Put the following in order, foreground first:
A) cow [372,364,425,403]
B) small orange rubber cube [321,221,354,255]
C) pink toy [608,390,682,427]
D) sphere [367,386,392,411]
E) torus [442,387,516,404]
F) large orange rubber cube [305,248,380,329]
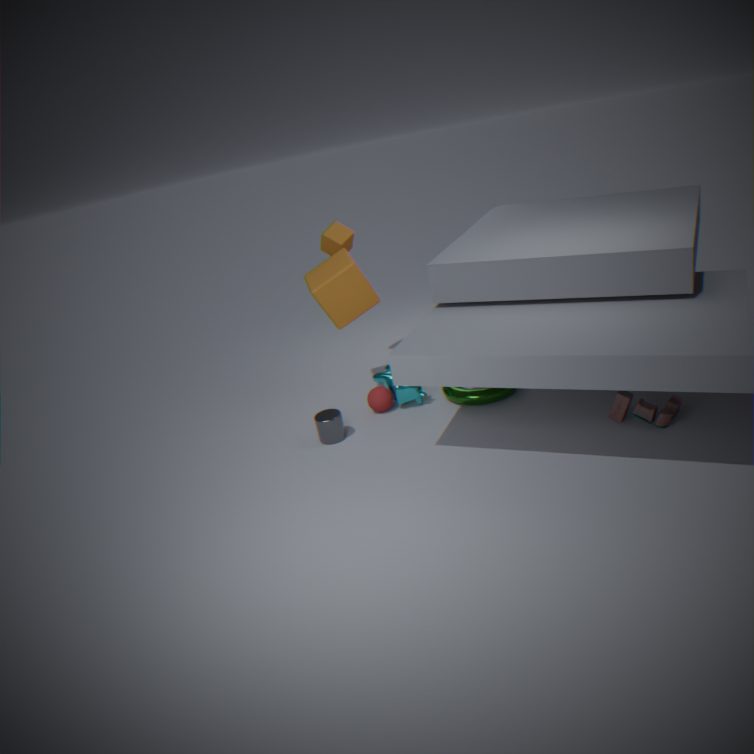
pink toy [608,390,682,427] < torus [442,387,516,404] < large orange rubber cube [305,248,380,329] < cow [372,364,425,403] < sphere [367,386,392,411] < small orange rubber cube [321,221,354,255]
